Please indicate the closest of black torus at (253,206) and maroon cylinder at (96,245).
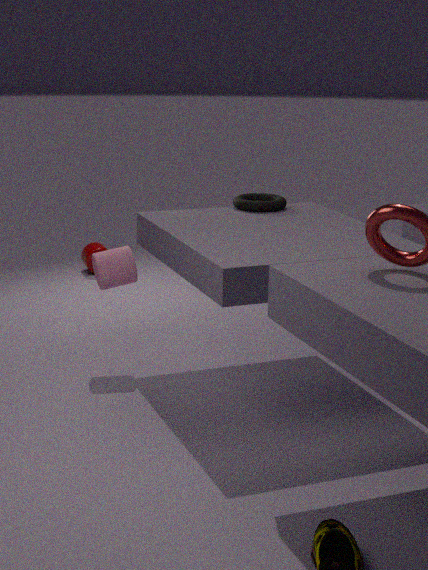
black torus at (253,206)
